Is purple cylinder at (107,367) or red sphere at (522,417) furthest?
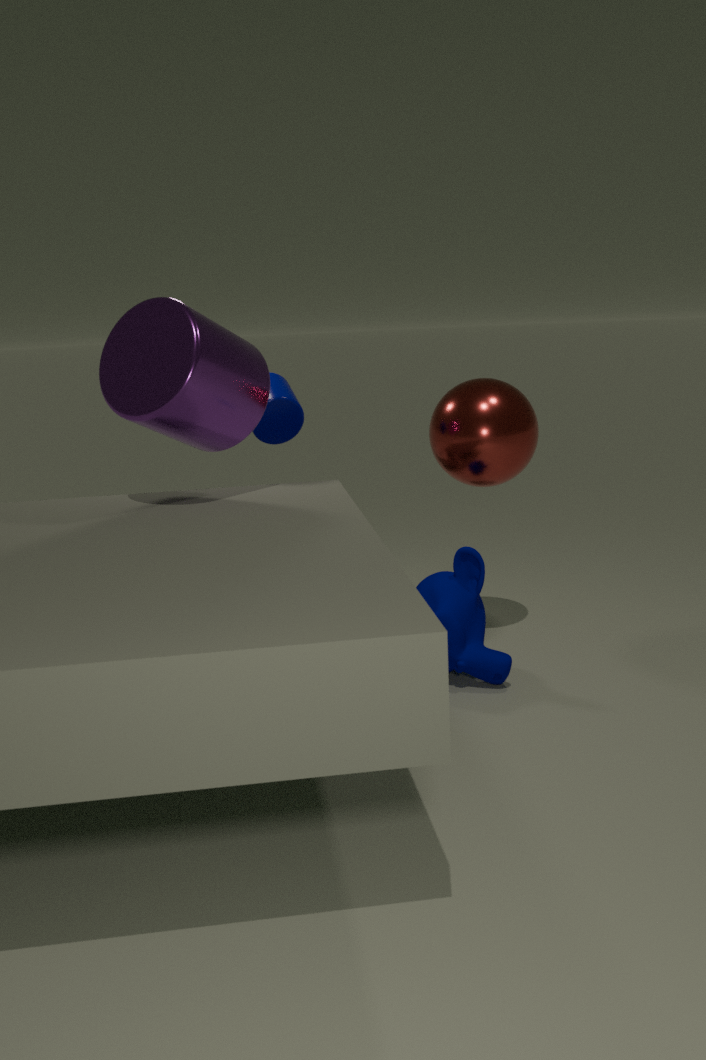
red sphere at (522,417)
